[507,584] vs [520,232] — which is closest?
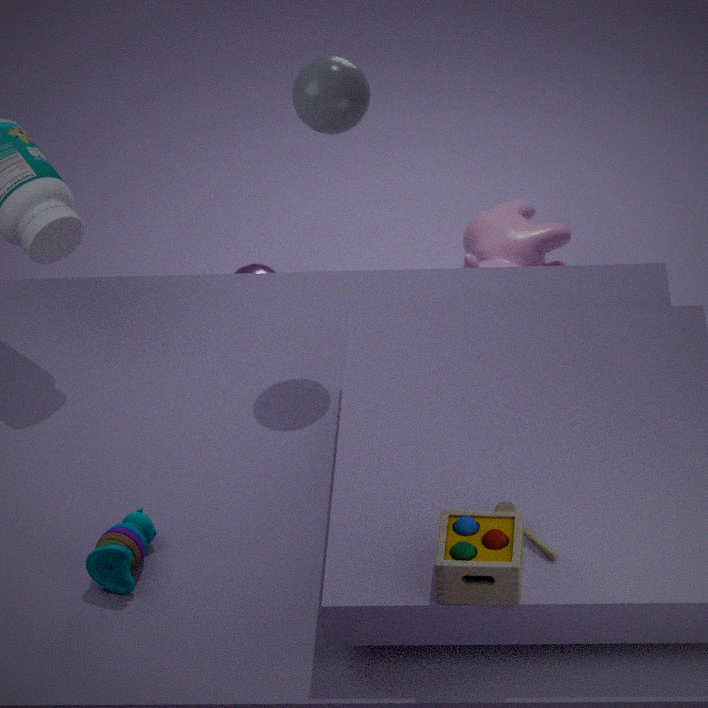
[507,584]
